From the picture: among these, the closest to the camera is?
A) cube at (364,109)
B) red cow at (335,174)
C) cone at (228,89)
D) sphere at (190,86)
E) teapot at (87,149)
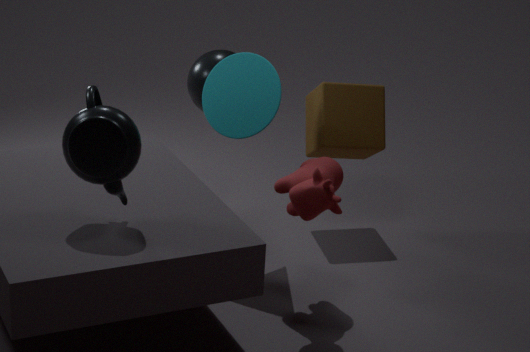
teapot at (87,149)
